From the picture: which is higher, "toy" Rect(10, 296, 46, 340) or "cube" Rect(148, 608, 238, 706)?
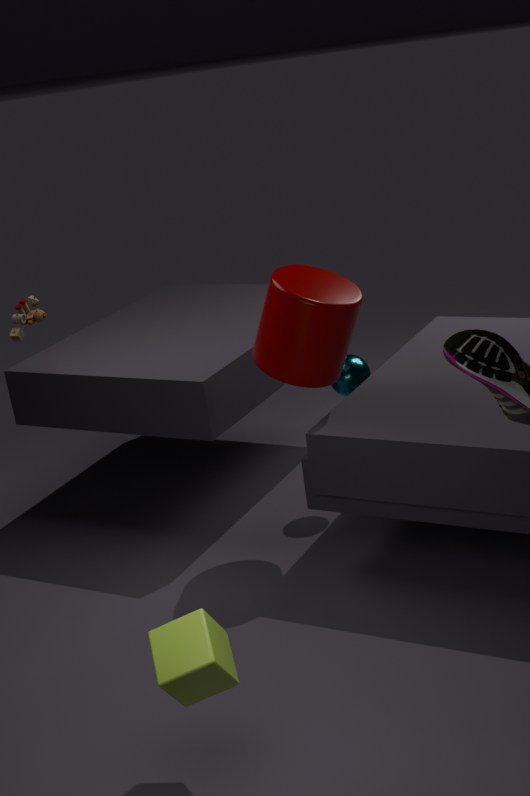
"toy" Rect(10, 296, 46, 340)
